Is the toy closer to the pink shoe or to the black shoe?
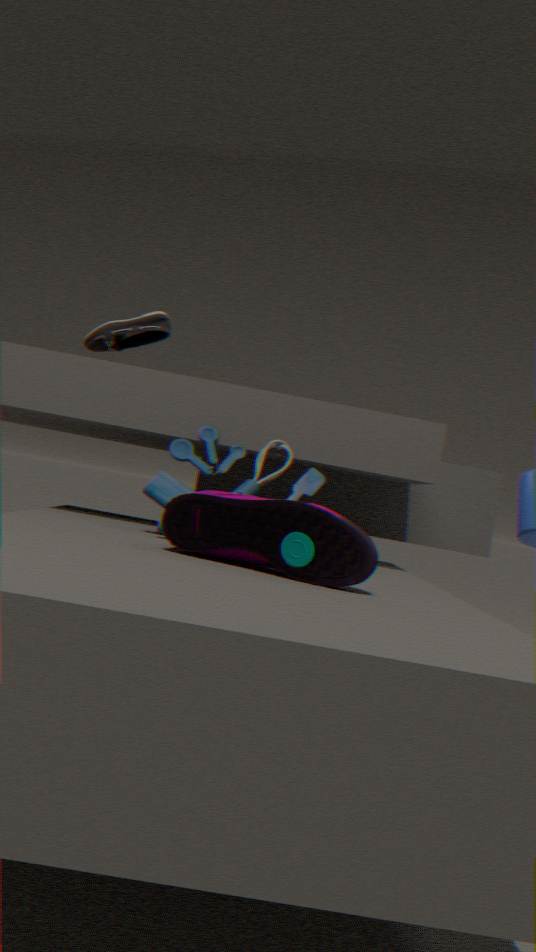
the pink shoe
